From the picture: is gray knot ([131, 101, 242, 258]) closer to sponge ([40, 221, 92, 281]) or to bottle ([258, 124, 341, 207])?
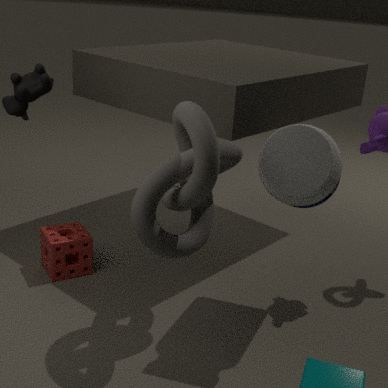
bottle ([258, 124, 341, 207])
